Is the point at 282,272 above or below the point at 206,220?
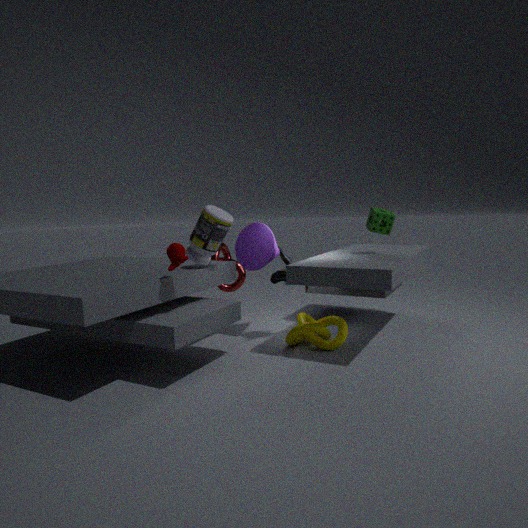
below
